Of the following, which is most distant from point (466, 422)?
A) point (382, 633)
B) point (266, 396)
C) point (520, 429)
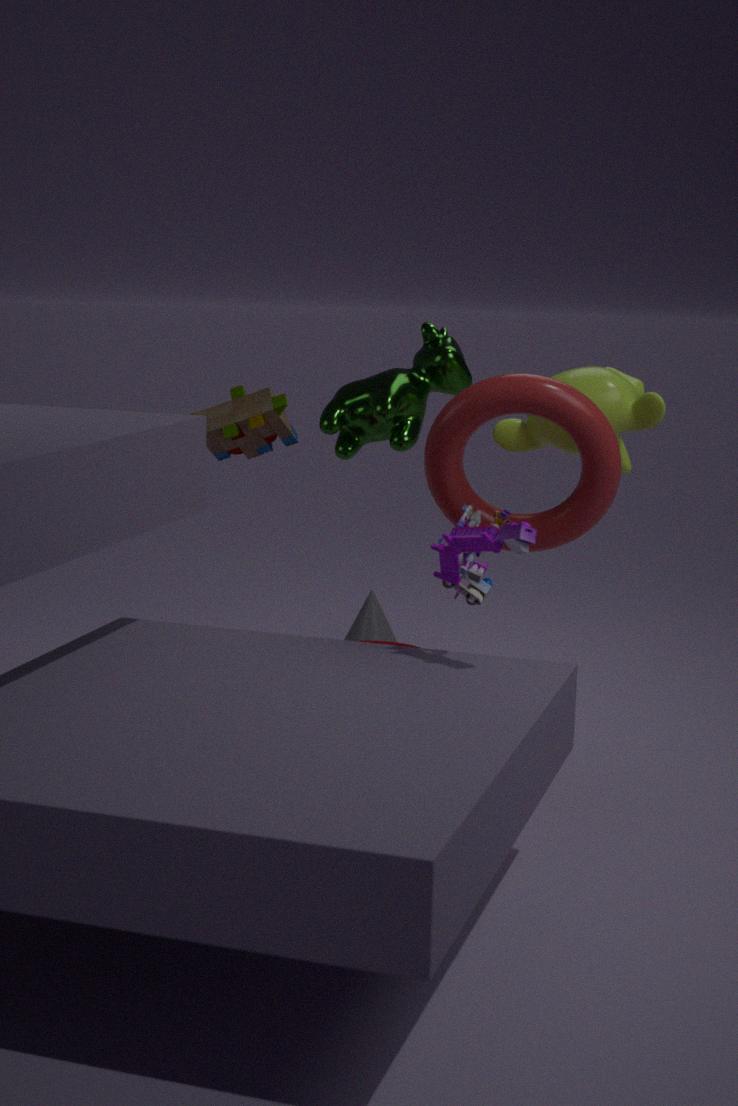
point (382, 633)
